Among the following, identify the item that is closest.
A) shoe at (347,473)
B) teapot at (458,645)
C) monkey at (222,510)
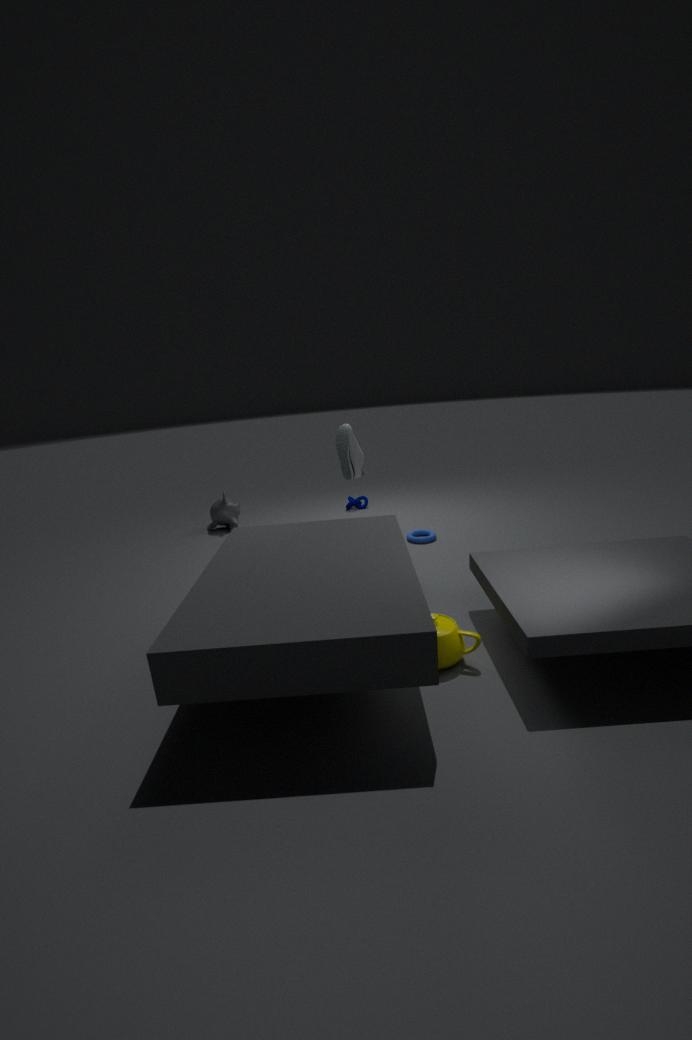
teapot at (458,645)
